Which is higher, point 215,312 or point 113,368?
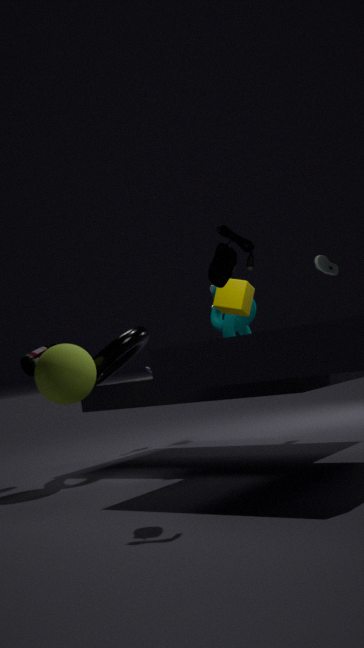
point 215,312
